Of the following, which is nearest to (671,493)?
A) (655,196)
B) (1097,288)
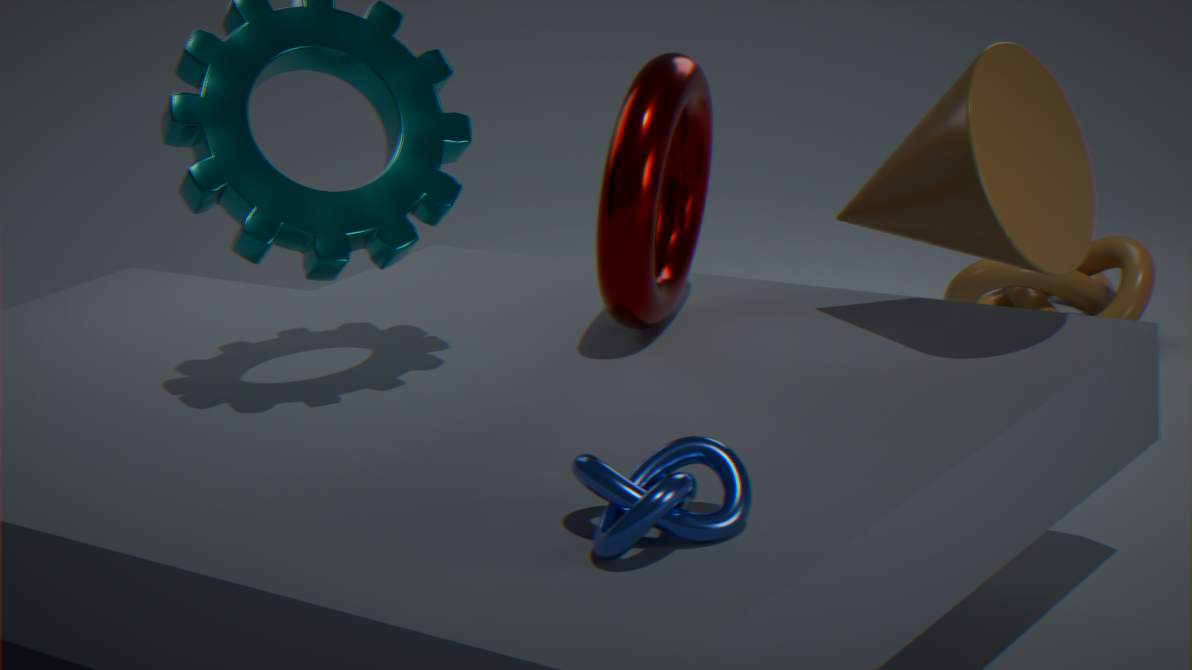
(655,196)
